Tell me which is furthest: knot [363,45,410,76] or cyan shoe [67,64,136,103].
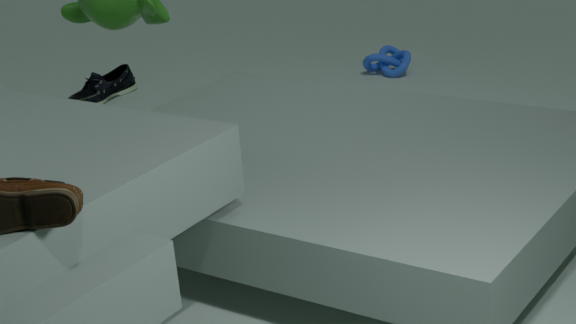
knot [363,45,410,76]
